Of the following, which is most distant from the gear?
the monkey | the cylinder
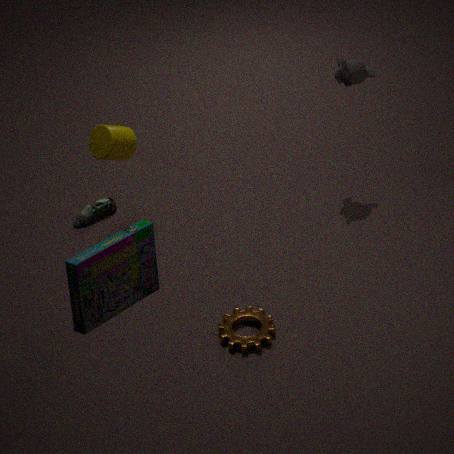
the monkey
